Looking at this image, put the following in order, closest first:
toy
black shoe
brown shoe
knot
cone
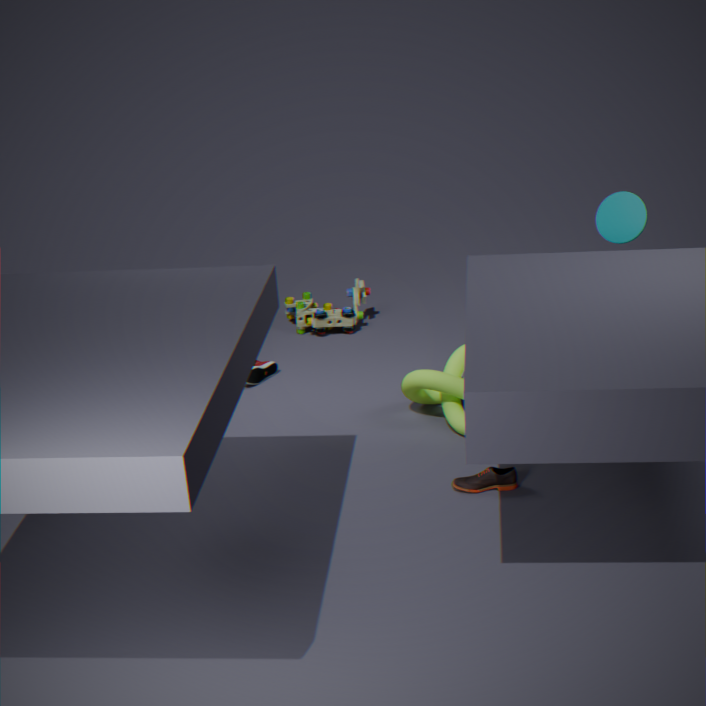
brown shoe → cone → knot → black shoe → toy
